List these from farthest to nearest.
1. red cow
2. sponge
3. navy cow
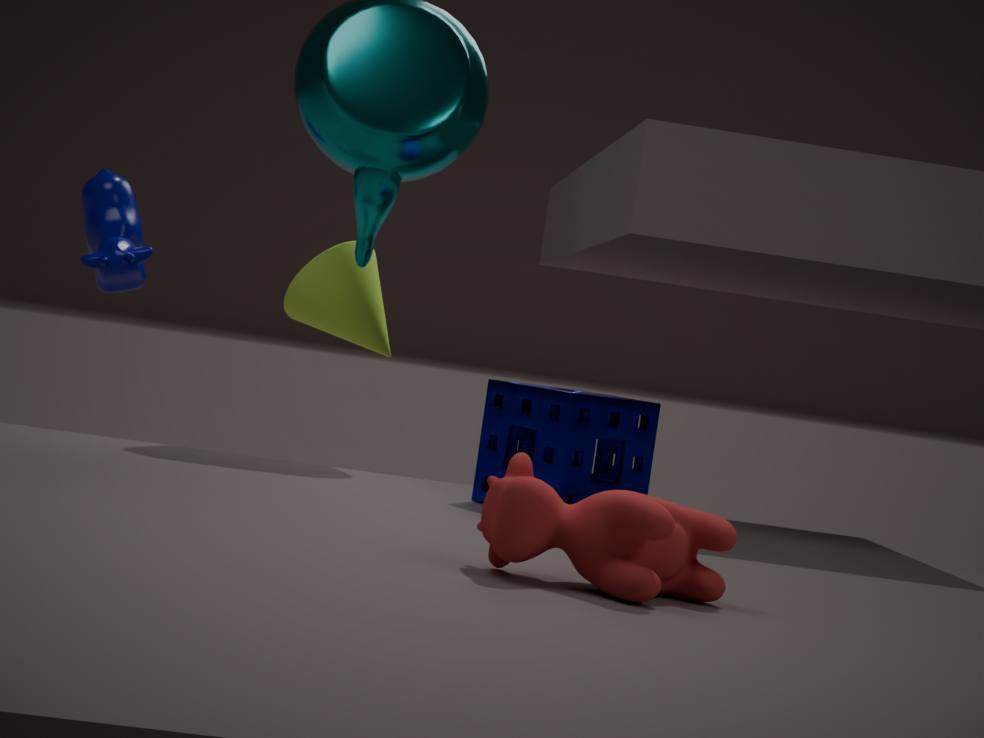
navy cow < sponge < red cow
